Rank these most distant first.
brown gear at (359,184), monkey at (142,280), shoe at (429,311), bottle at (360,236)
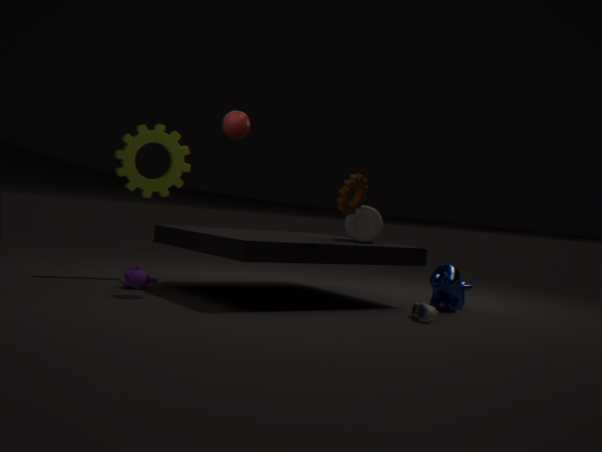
bottle at (360,236) < monkey at (142,280) < brown gear at (359,184) < shoe at (429,311)
